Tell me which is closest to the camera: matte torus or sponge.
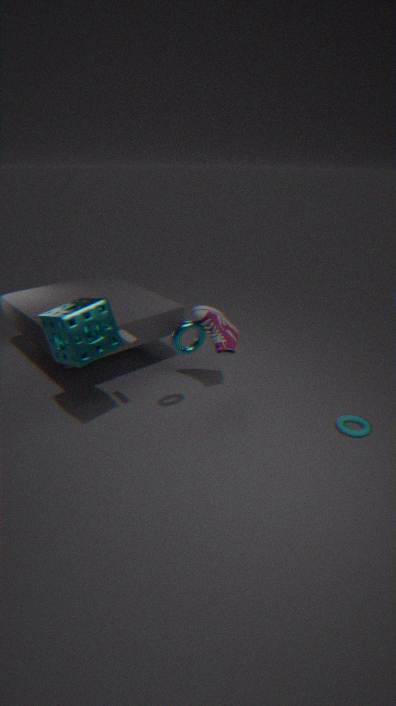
sponge
